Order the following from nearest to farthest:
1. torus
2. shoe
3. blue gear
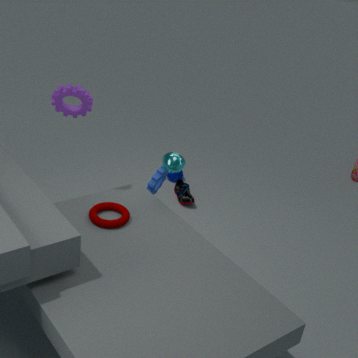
torus, blue gear, shoe
